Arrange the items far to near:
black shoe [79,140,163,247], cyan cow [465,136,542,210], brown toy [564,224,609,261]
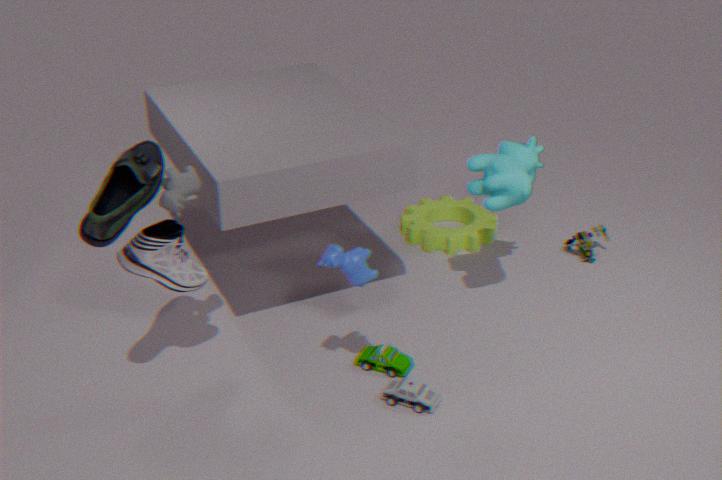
brown toy [564,224,609,261]
cyan cow [465,136,542,210]
black shoe [79,140,163,247]
